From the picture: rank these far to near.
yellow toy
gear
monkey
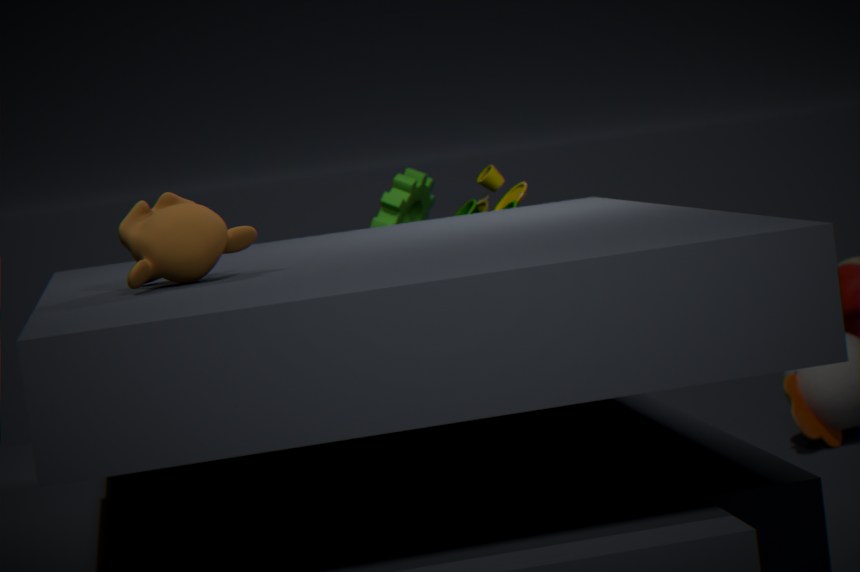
gear, yellow toy, monkey
